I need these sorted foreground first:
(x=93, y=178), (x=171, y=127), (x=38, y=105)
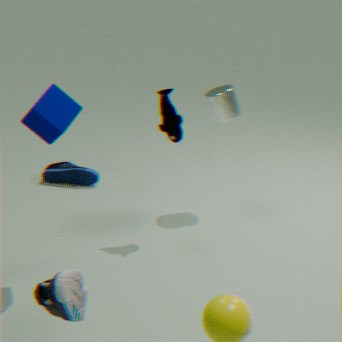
(x=38, y=105) < (x=171, y=127) < (x=93, y=178)
